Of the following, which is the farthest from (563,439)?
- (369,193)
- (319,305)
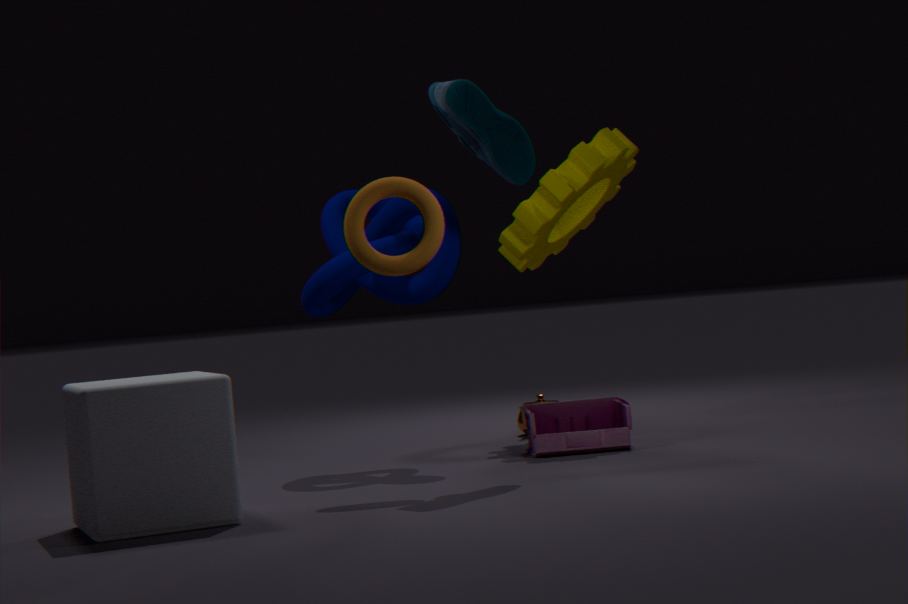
(369,193)
